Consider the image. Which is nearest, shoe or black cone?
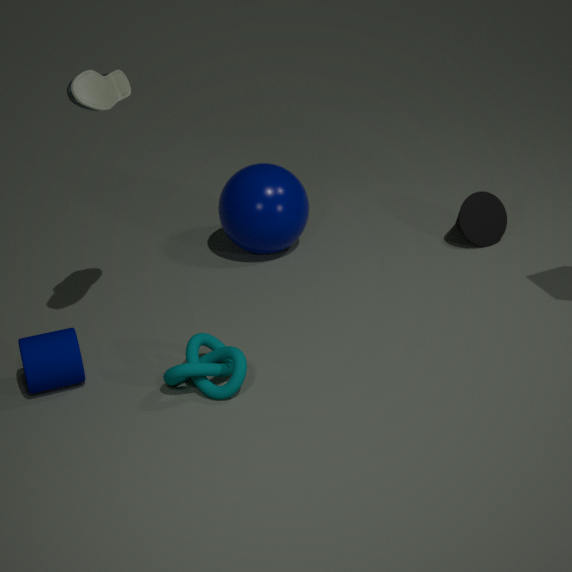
shoe
